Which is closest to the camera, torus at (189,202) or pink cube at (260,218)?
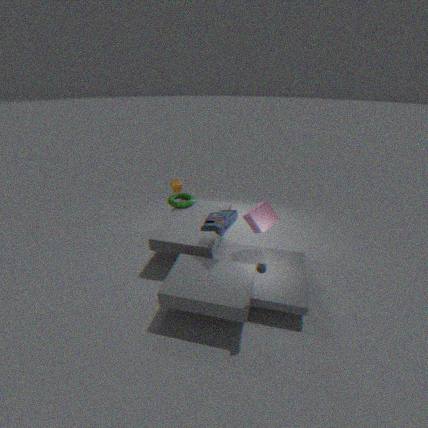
pink cube at (260,218)
